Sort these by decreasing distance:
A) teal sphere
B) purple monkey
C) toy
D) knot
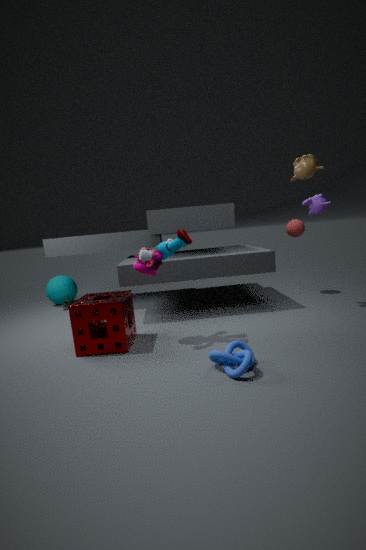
teal sphere → purple monkey → toy → knot
